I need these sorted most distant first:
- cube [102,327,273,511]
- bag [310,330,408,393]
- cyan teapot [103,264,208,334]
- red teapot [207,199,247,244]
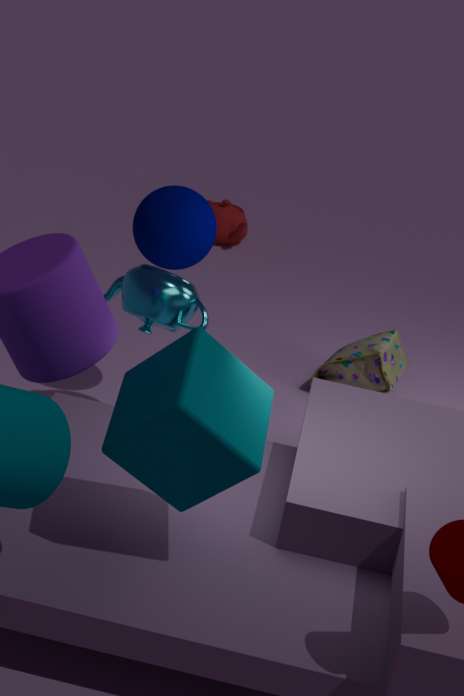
red teapot [207,199,247,244], bag [310,330,408,393], cyan teapot [103,264,208,334], cube [102,327,273,511]
